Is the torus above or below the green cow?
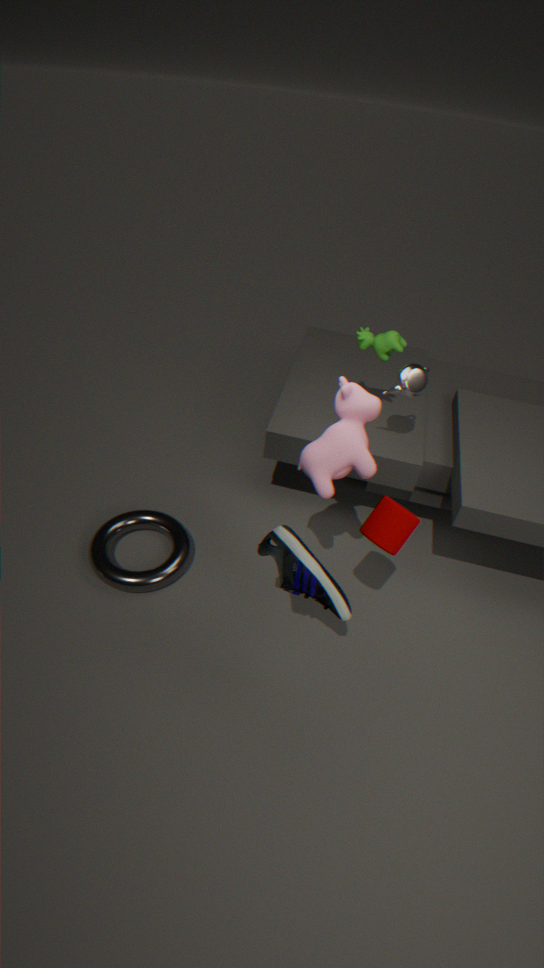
below
